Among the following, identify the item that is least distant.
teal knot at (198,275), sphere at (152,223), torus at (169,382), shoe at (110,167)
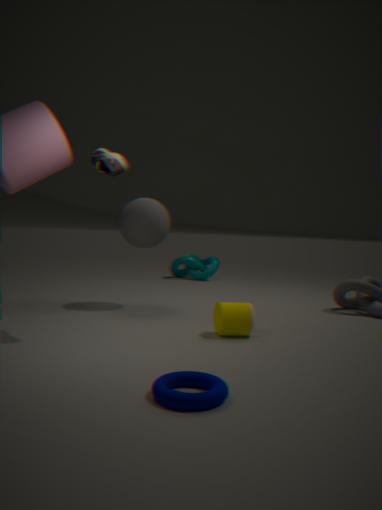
torus at (169,382)
